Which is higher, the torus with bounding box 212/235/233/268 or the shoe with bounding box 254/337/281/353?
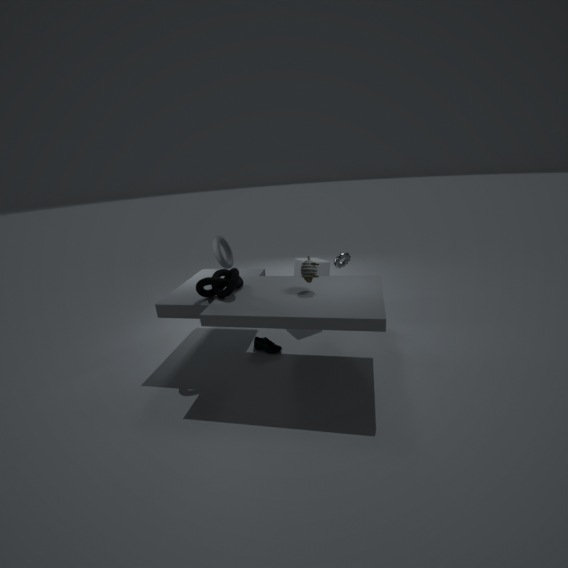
the torus with bounding box 212/235/233/268
